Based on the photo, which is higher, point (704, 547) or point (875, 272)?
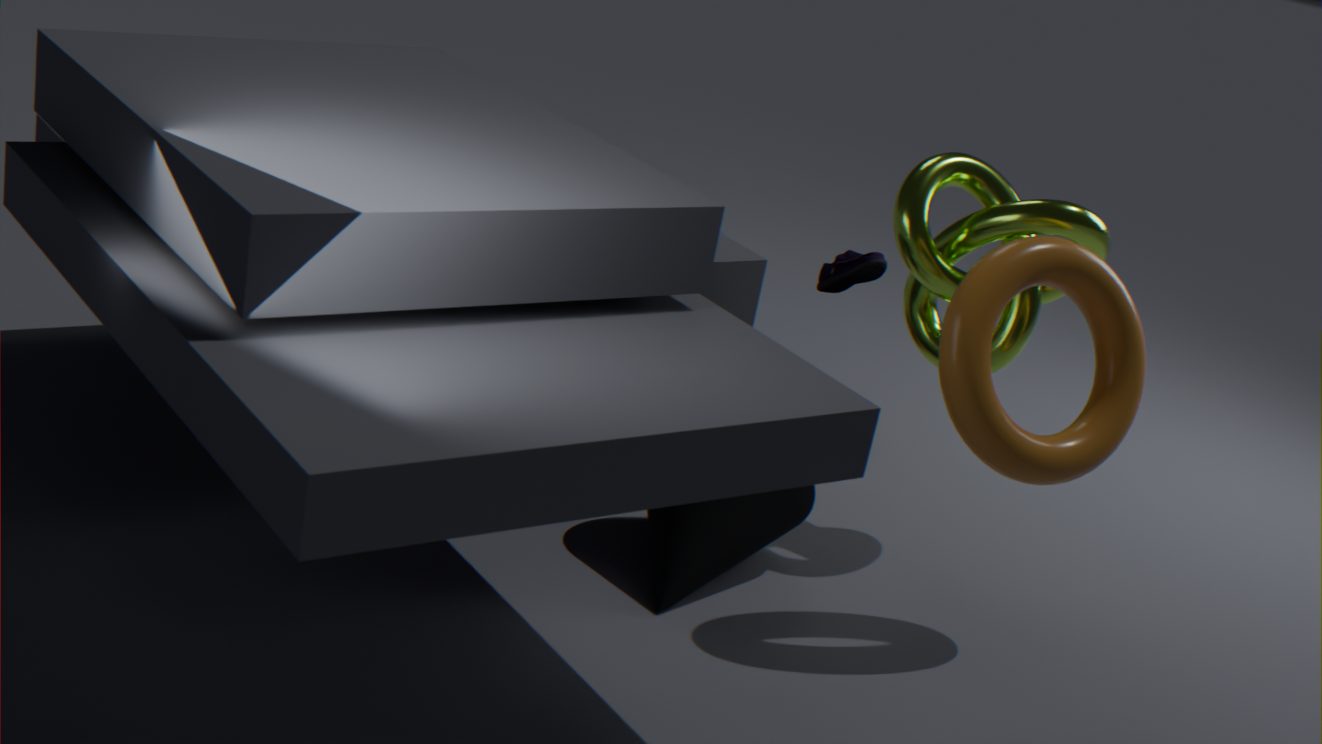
point (875, 272)
